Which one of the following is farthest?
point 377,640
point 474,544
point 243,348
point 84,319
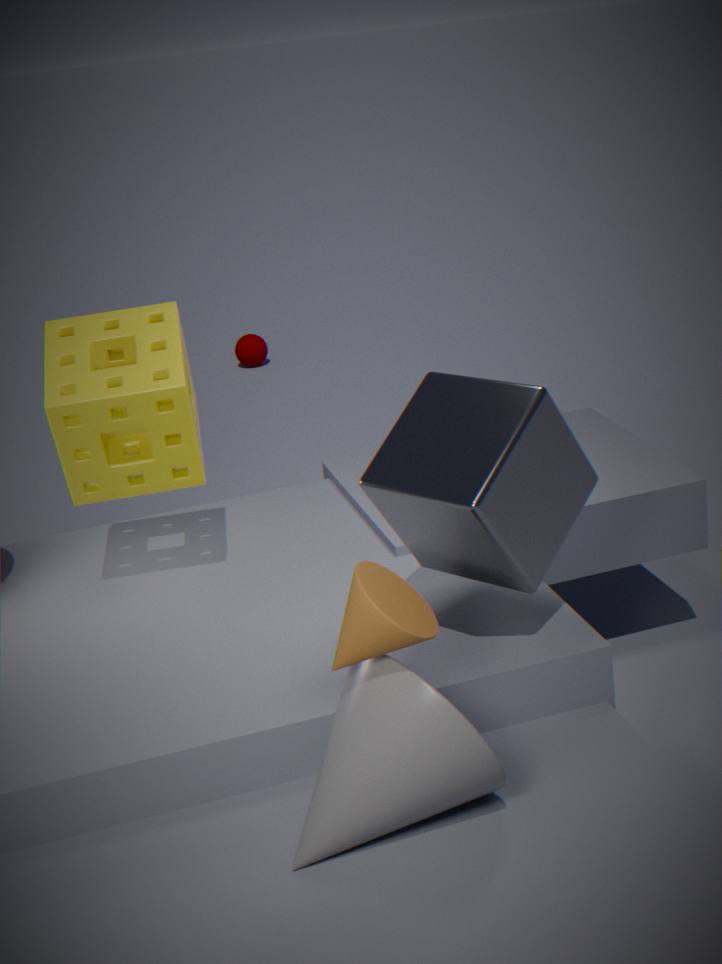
point 243,348
